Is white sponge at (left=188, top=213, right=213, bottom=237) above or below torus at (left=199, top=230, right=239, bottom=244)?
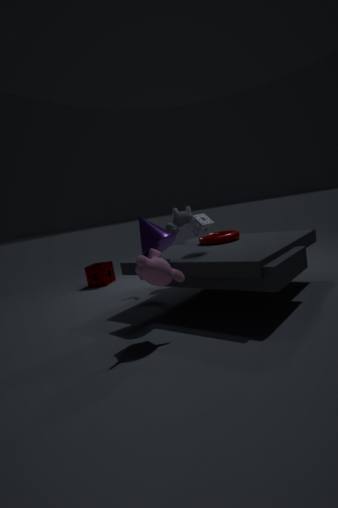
above
